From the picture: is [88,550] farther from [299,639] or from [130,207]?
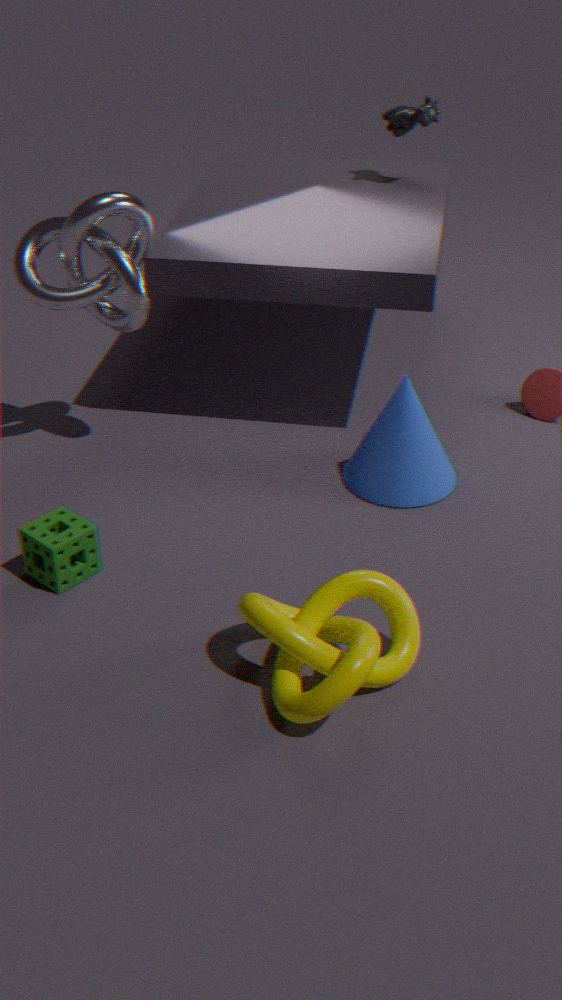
[130,207]
